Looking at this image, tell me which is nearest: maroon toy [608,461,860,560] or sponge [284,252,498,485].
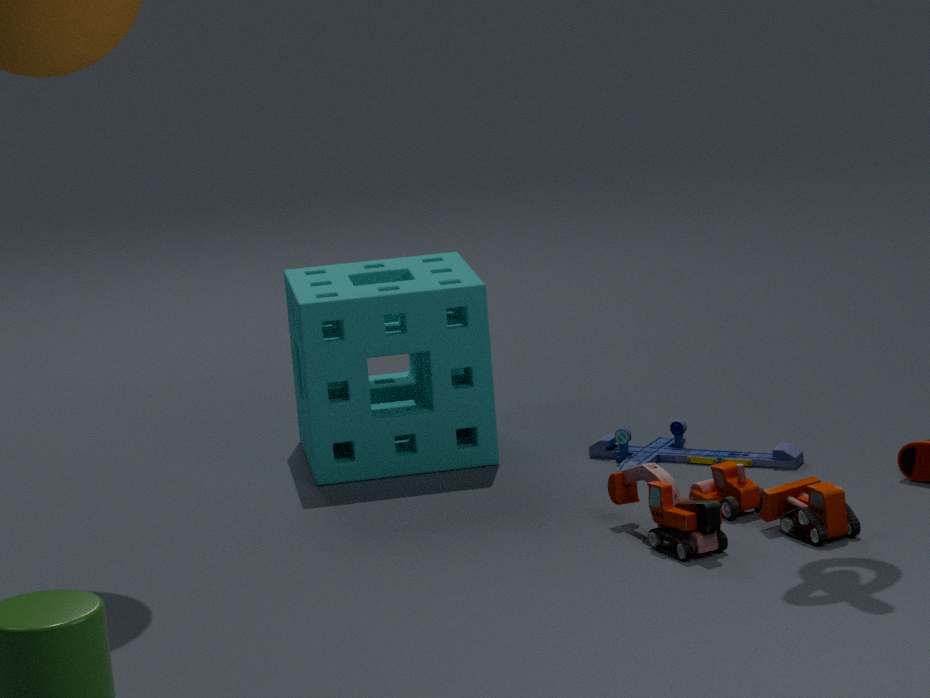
maroon toy [608,461,860,560]
